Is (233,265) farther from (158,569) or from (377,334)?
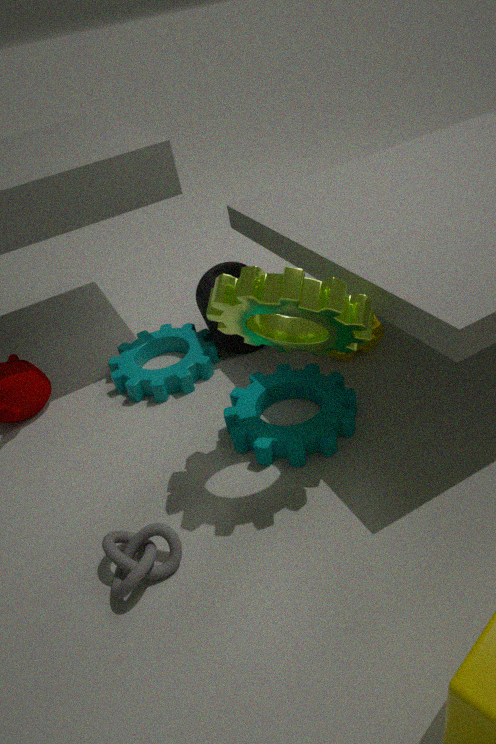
(158,569)
